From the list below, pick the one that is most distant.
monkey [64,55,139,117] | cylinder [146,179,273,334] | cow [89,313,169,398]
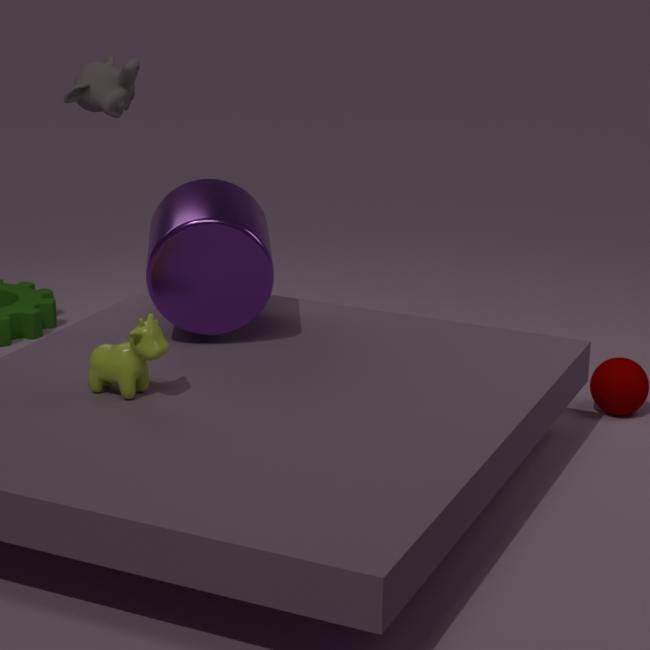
cylinder [146,179,273,334]
